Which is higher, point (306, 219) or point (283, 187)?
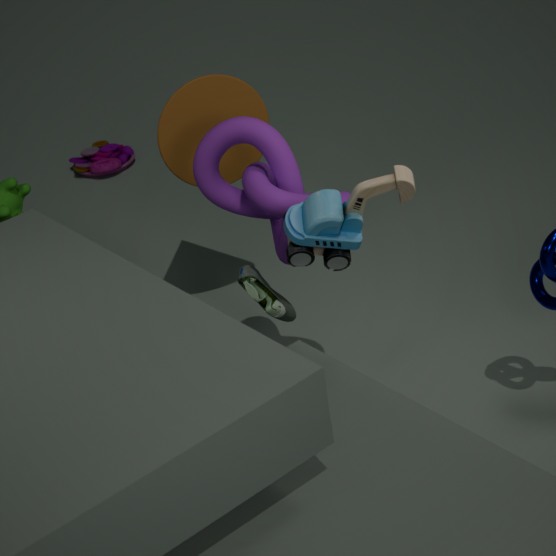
point (306, 219)
